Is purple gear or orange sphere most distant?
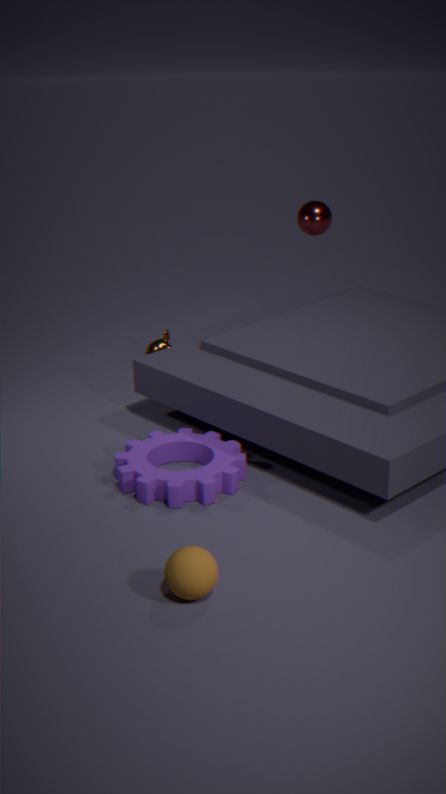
purple gear
